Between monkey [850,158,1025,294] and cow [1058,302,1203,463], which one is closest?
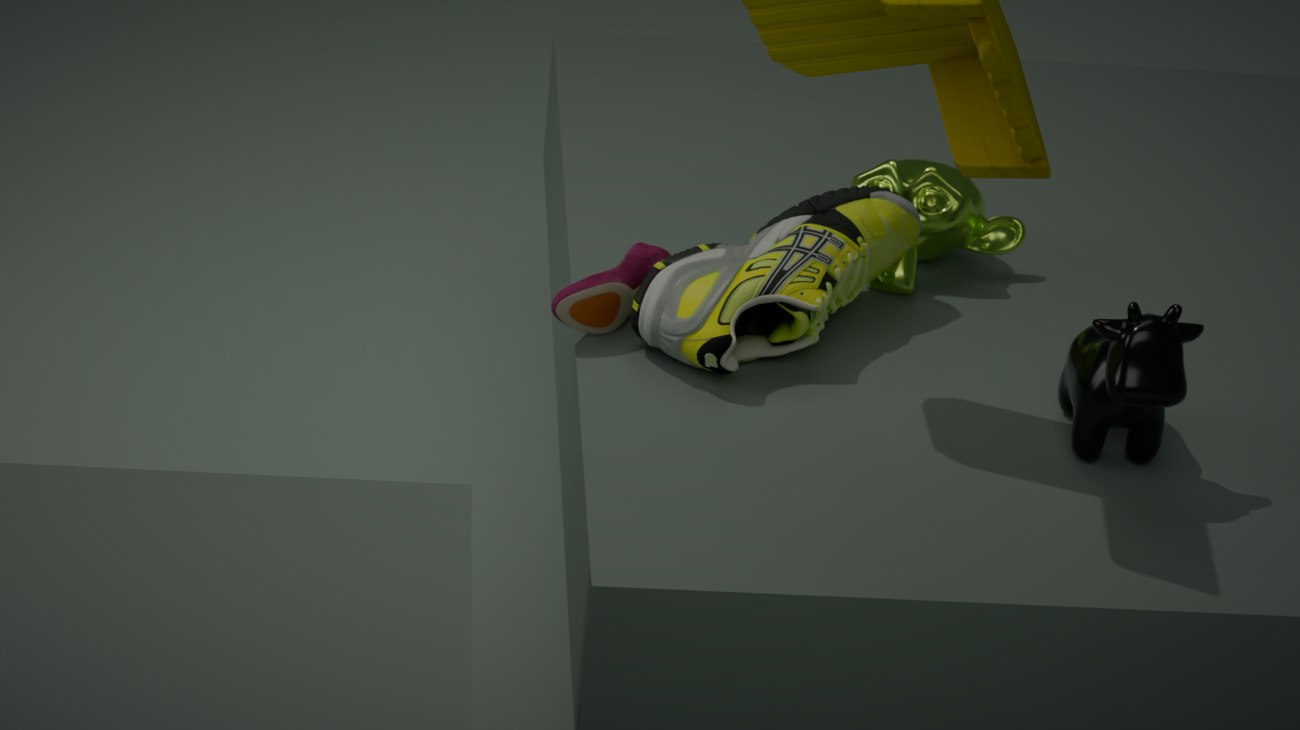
cow [1058,302,1203,463]
